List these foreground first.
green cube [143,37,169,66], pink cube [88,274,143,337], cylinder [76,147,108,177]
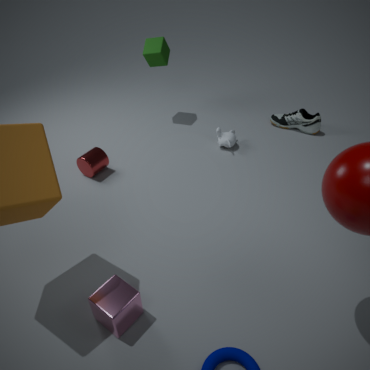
pink cube [88,274,143,337] → cylinder [76,147,108,177] → green cube [143,37,169,66]
